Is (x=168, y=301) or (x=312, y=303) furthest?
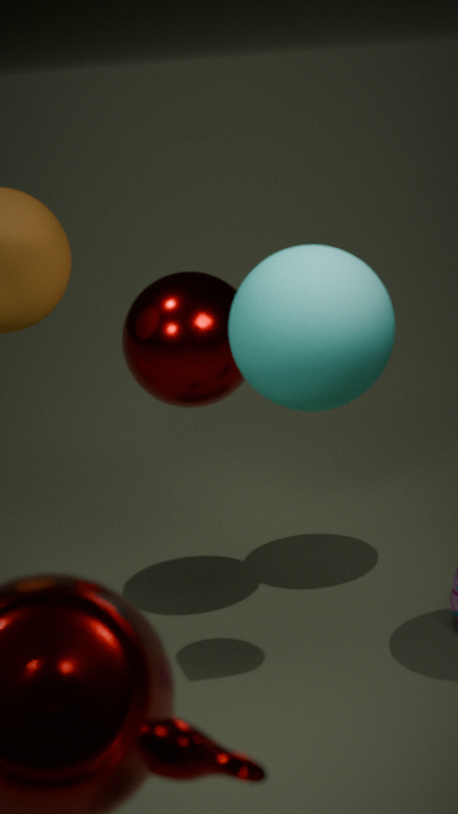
(x=168, y=301)
